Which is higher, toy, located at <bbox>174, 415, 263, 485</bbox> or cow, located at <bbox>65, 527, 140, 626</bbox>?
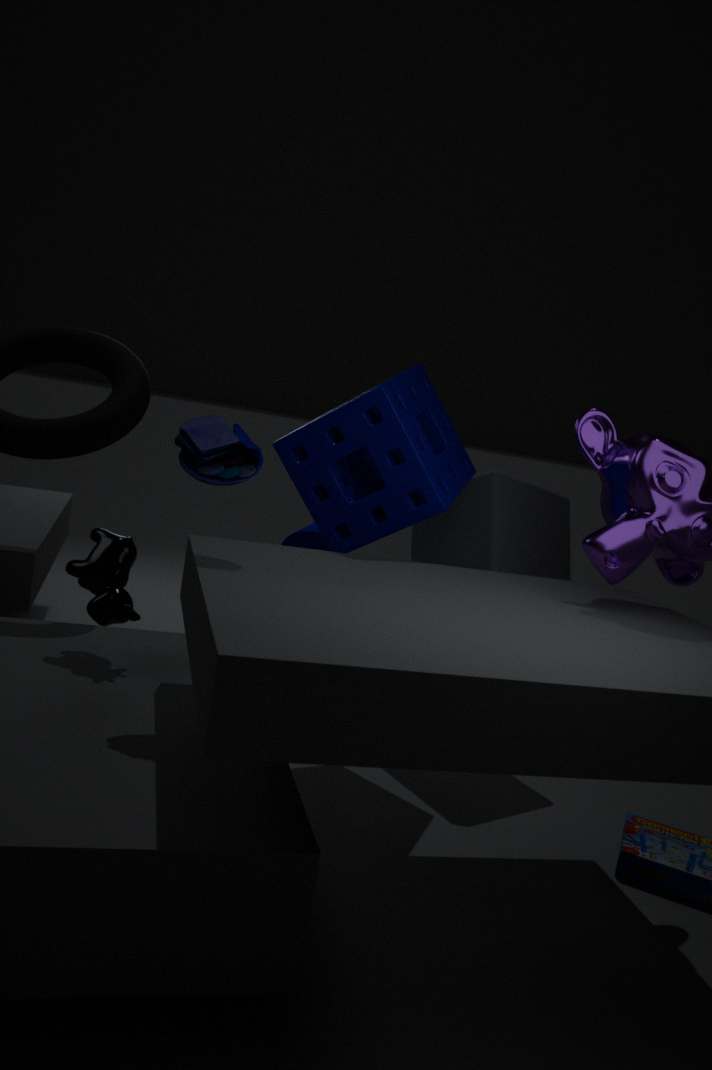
toy, located at <bbox>174, 415, 263, 485</bbox>
